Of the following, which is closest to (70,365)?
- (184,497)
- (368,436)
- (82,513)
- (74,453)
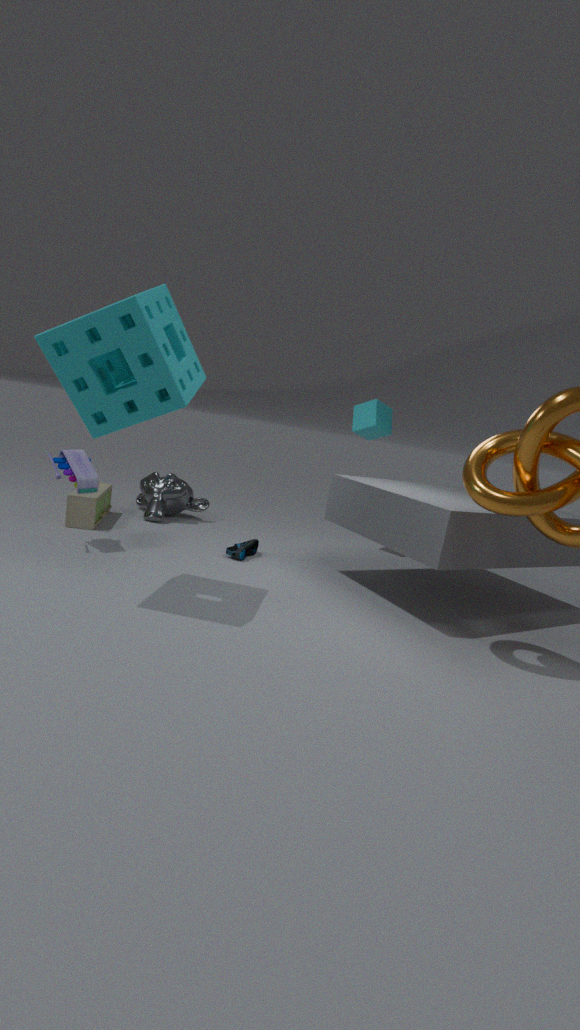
(74,453)
